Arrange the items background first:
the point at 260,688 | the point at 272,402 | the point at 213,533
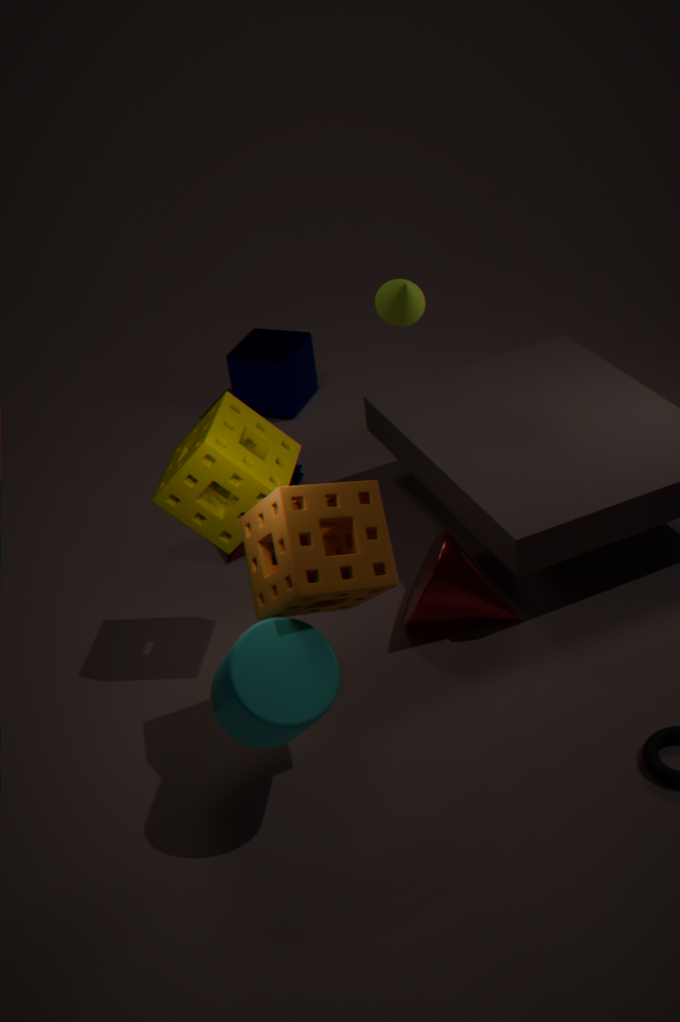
the point at 272,402 < the point at 213,533 < the point at 260,688
